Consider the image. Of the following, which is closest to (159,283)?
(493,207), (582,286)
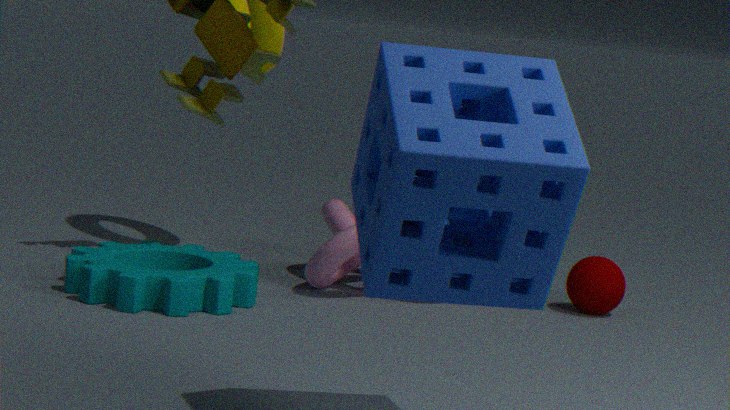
(582,286)
